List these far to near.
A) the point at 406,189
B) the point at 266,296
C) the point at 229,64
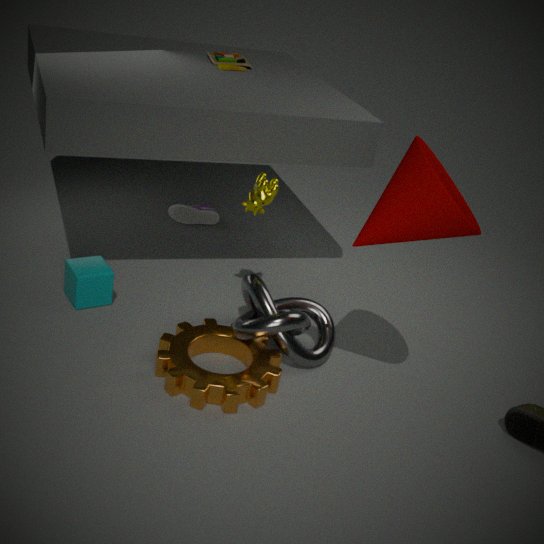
the point at 229,64 → the point at 266,296 → the point at 406,189
